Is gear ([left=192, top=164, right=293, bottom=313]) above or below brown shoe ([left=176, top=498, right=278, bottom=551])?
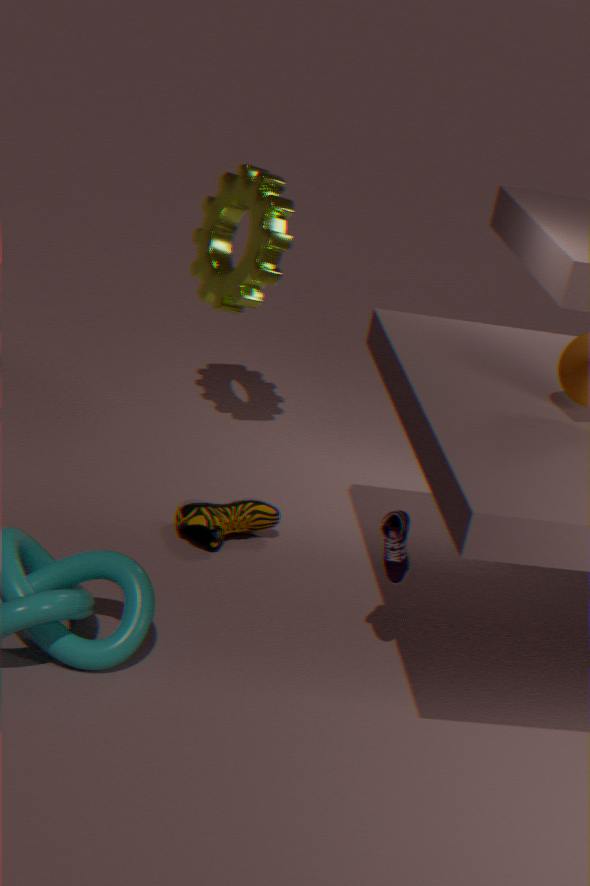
above
